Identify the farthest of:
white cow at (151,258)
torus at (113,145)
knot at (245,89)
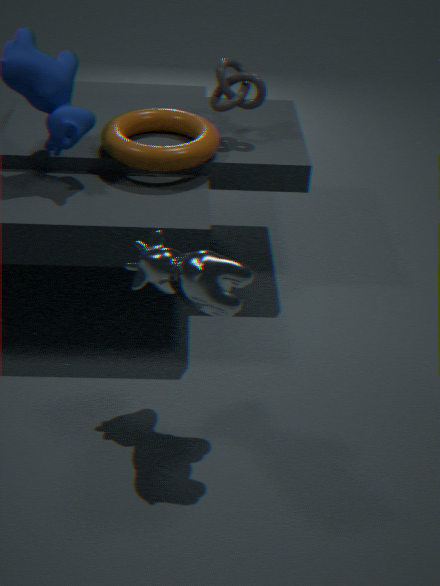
knot at (245,89)
